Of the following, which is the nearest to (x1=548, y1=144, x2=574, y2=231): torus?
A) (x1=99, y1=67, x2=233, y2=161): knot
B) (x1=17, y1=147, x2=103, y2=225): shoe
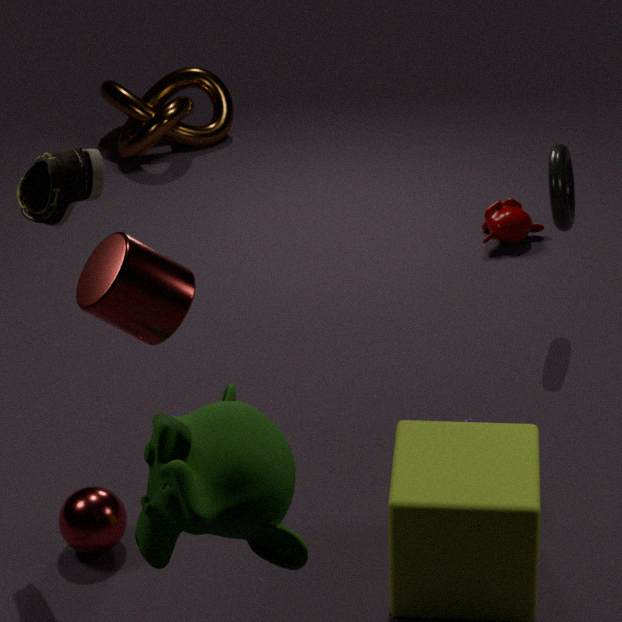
(x1=17, y1=147, x2=103, y2=225): shoe
